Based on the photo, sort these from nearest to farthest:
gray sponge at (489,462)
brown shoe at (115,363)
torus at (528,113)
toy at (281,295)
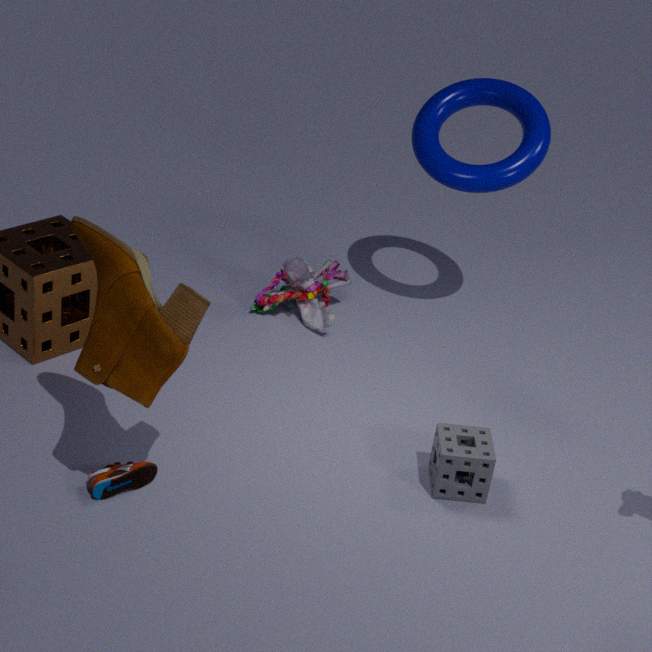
1. brown shoe at (115,363)
2. gray sponge at (489,462)
3. torus at (528,113)
4. toy at (281,295)
